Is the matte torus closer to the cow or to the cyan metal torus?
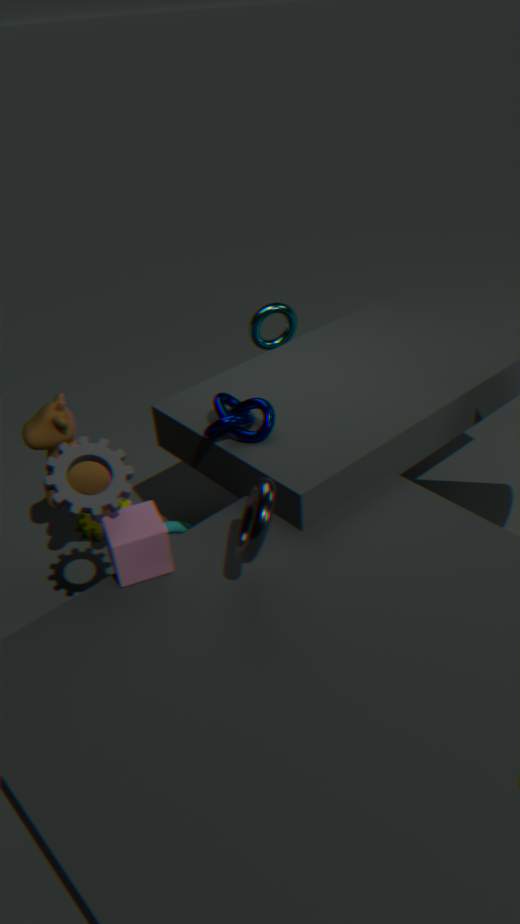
the cow
